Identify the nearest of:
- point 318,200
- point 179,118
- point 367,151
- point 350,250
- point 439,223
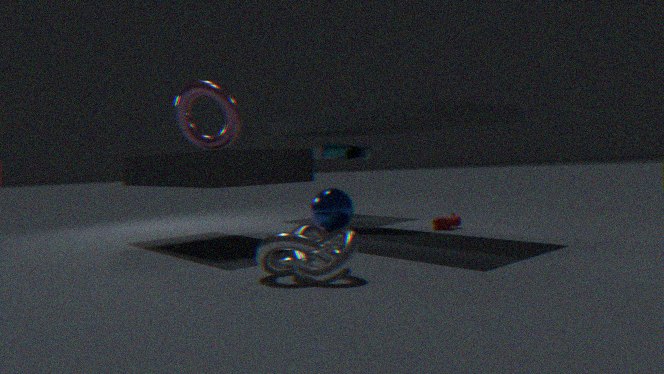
point 350,250
